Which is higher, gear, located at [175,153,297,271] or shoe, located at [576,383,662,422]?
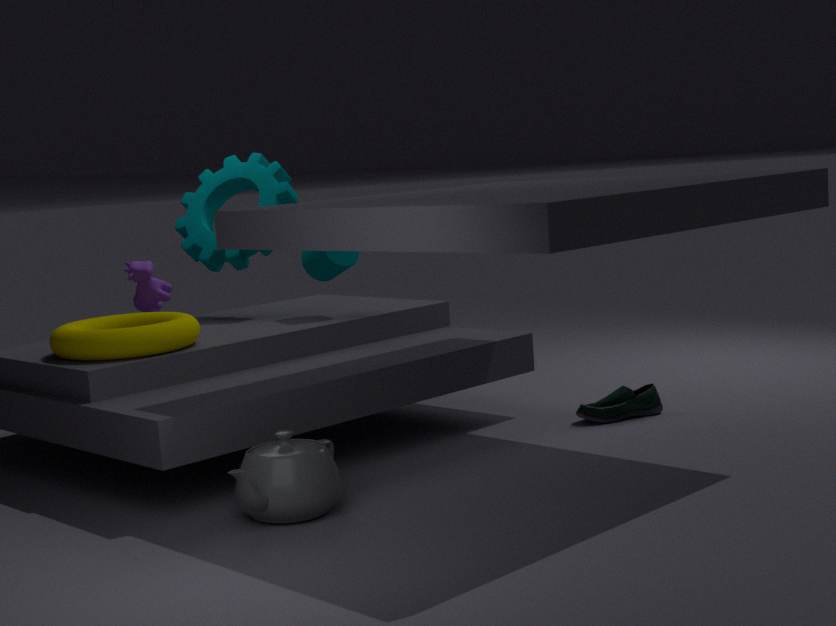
gear, located at [175,153,297,271]
